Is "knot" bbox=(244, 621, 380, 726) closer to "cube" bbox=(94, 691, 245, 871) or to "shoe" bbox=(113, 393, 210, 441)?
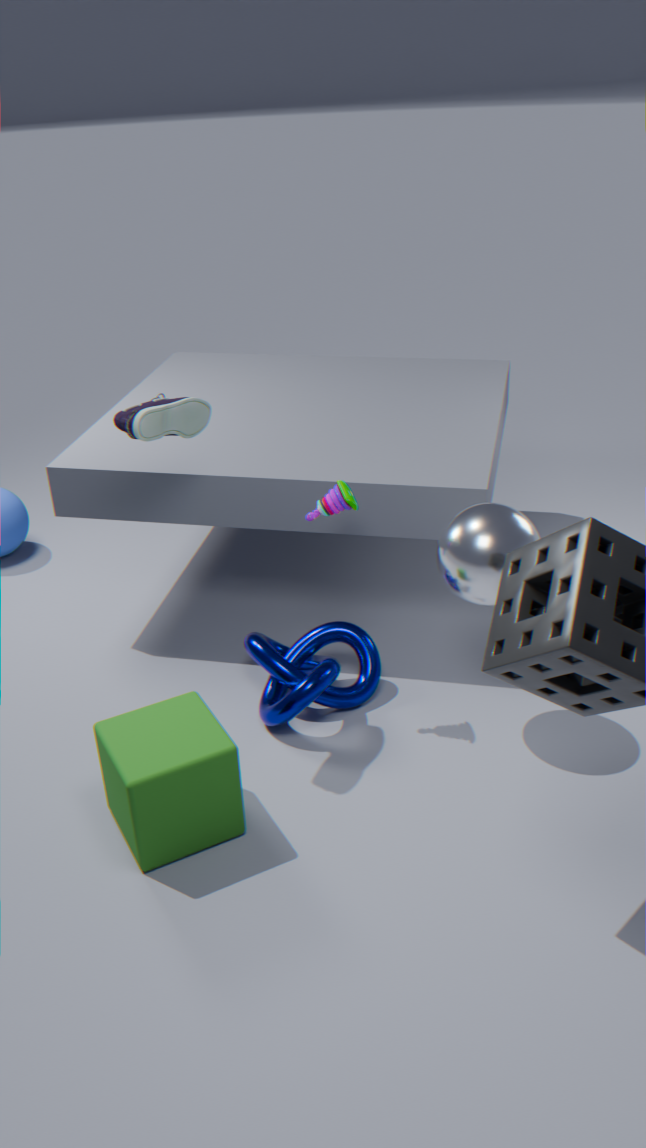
"cube" bbox=(94, 691, 245, 871)
